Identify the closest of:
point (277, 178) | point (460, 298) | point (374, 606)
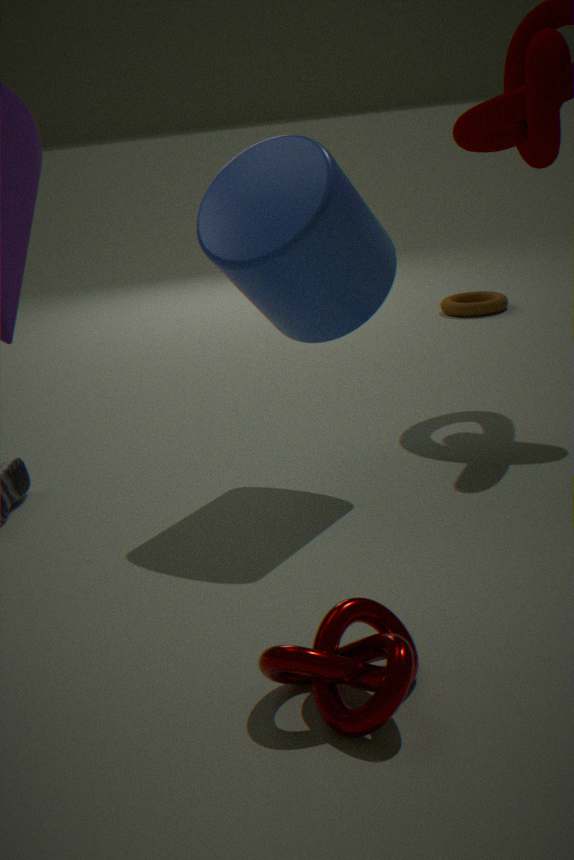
point (374, 606)
